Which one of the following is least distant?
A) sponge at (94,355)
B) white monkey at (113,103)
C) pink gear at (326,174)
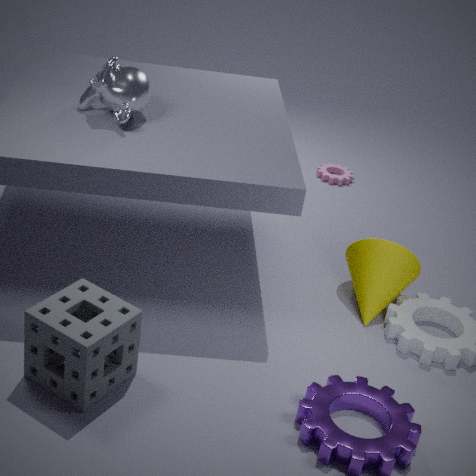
sponge at (94,355)
